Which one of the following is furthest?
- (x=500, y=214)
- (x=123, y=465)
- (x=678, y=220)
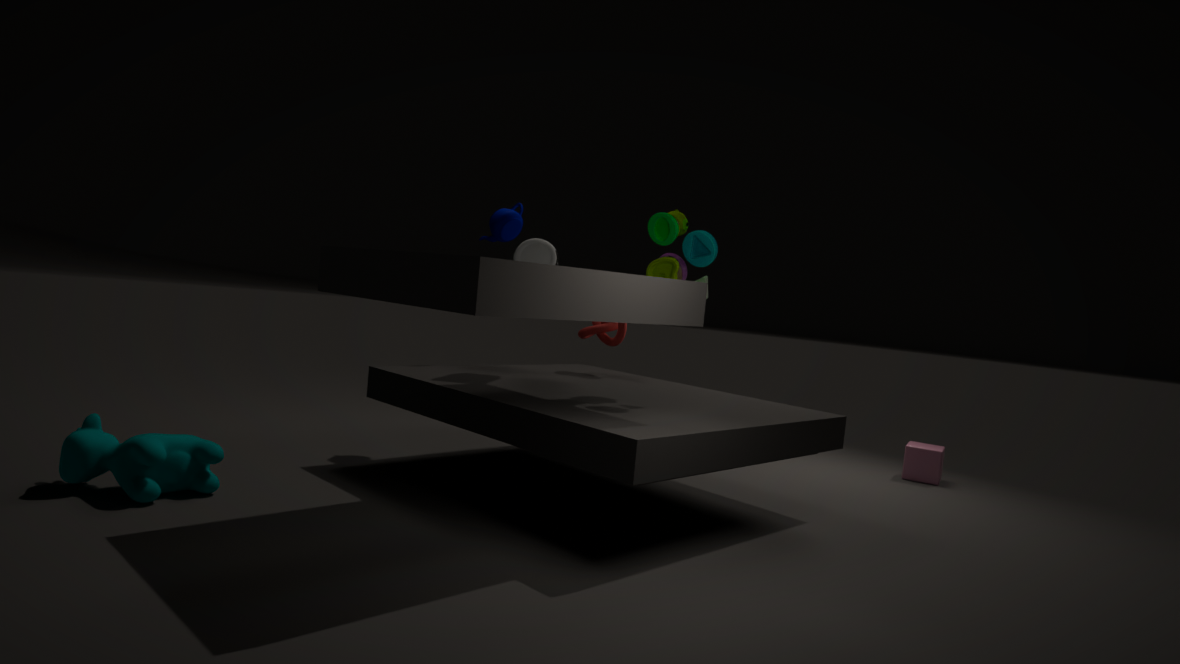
(x=500, y=214)
